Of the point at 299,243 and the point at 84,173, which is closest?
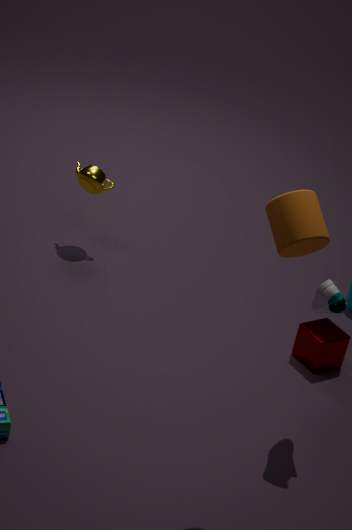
the point at 299,243
